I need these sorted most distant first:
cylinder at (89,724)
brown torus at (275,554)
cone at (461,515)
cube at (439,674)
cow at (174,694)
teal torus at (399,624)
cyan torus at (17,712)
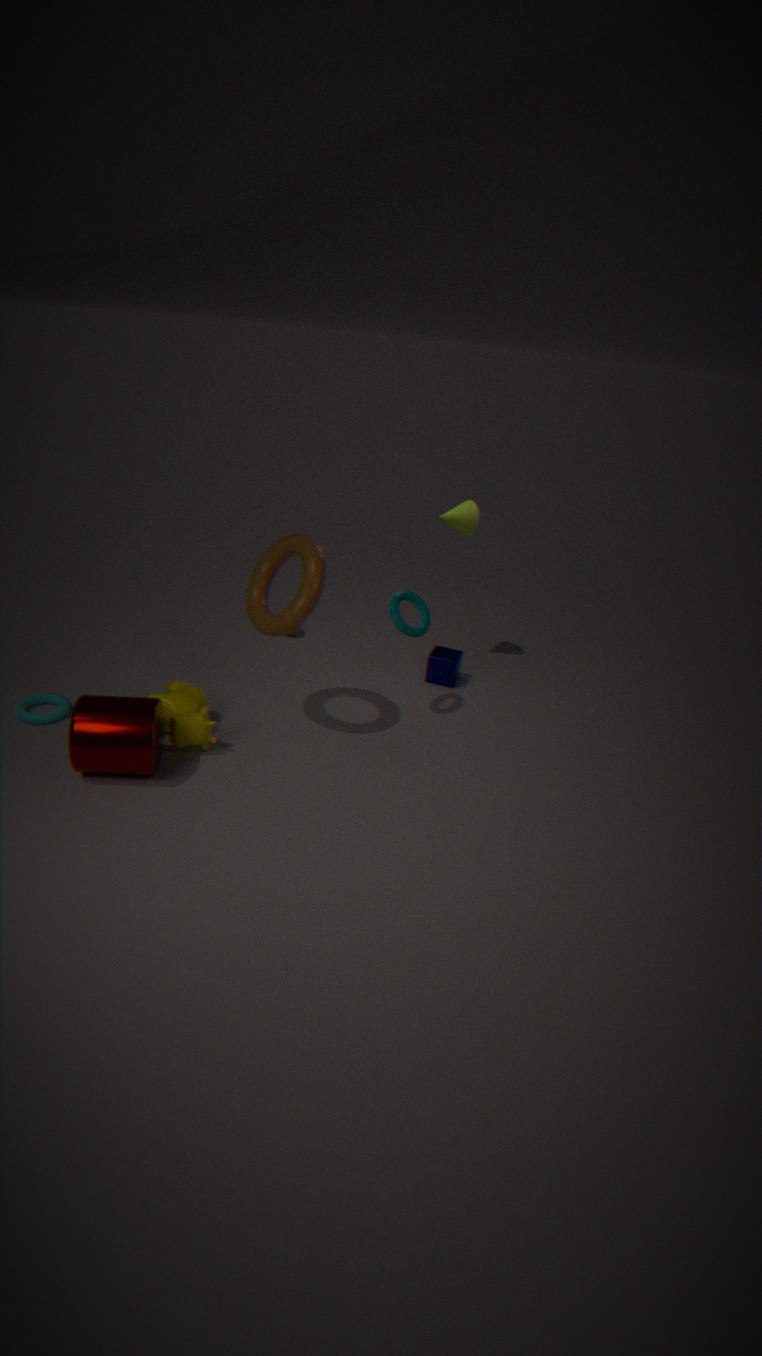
cube at (439,674) < cone at (461,515) < teal torus at (399,624) < cyan torus at (17,712) < cow at (174,694) < brown torus at (275,554) < cylinder at (89,724)
